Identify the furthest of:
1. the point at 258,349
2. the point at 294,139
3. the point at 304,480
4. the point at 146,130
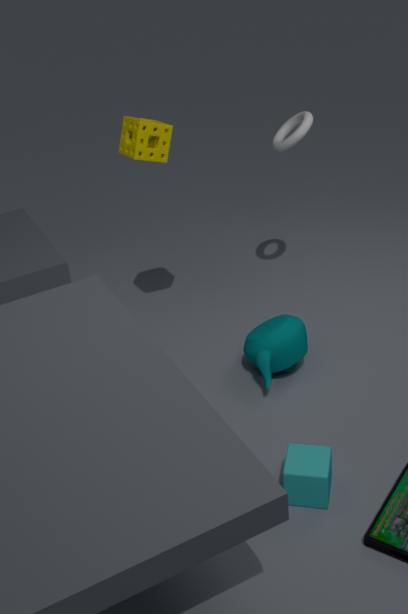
the point at 294,139
